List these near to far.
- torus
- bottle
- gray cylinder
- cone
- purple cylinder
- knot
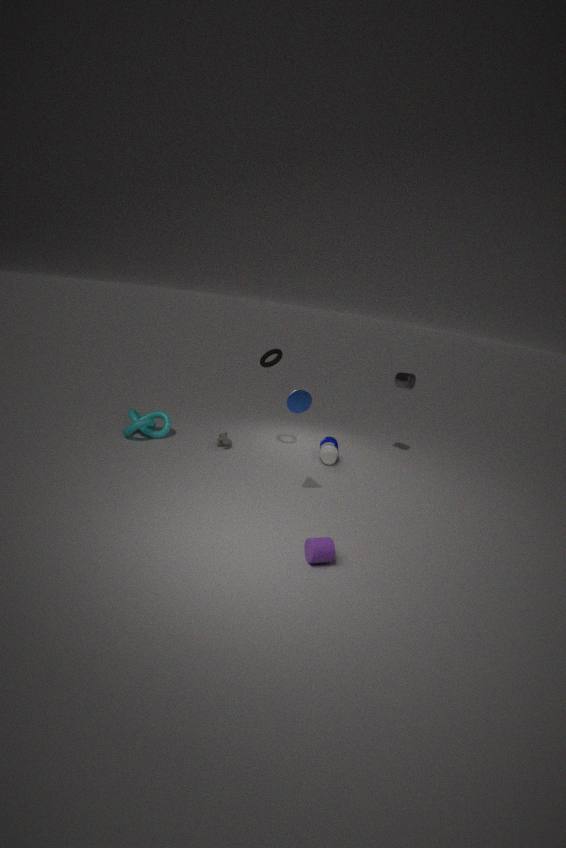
purple cylinder, cone, torus, knot, bottle, gray cylinder
